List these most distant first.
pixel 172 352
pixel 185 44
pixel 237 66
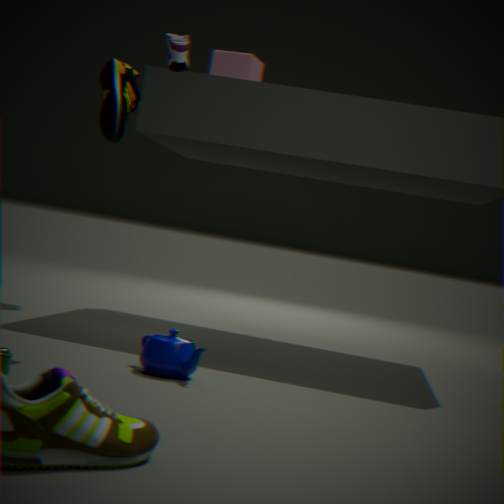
pixel 237 66
pixel 185 44
pixel 172 352
